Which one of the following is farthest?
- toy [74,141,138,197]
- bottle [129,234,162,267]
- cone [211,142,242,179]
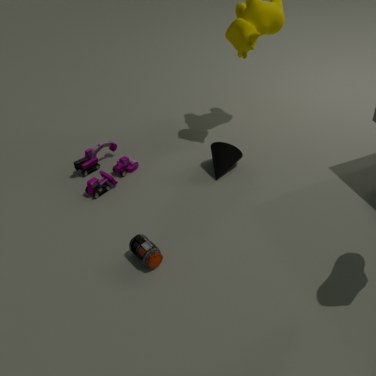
cone [211,142,242,179]
